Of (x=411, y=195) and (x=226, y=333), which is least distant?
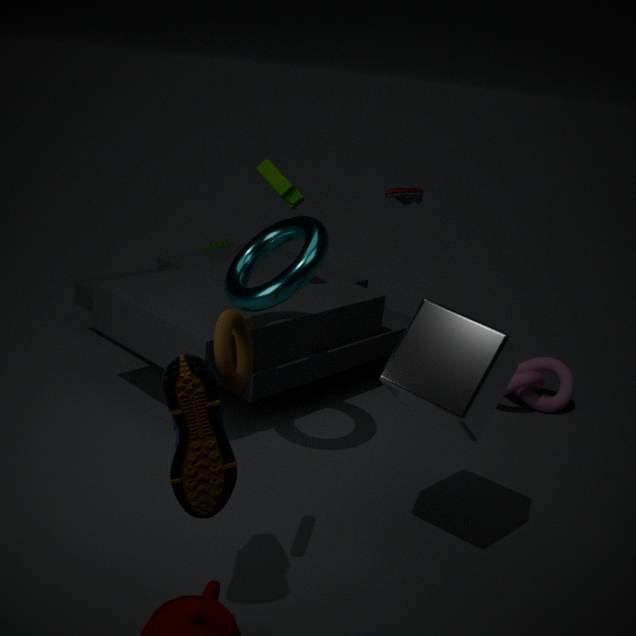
(x=226, y=333)
